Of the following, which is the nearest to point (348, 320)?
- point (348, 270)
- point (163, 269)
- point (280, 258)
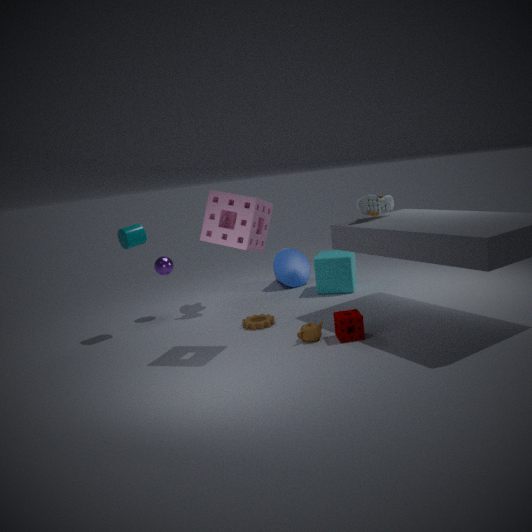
point (348, 270)
